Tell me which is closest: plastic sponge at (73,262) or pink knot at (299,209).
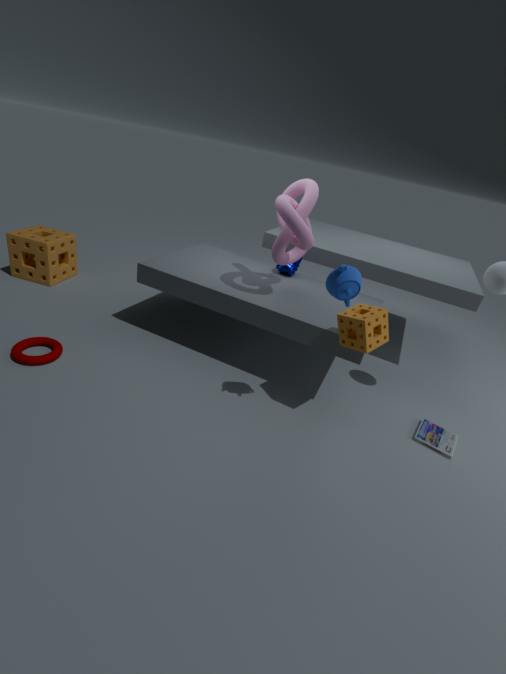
pink knot at (299,209)
